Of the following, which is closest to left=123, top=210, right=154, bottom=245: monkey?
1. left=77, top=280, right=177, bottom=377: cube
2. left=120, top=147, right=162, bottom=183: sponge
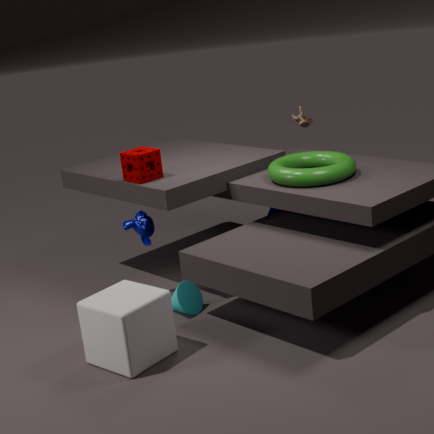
left=120, top=147, right=162, bottom=183: sponge
